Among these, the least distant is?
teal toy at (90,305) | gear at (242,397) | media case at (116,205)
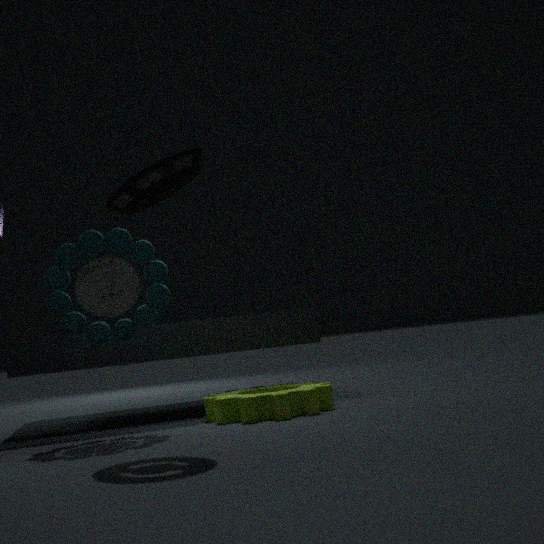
media case at (116,205)
